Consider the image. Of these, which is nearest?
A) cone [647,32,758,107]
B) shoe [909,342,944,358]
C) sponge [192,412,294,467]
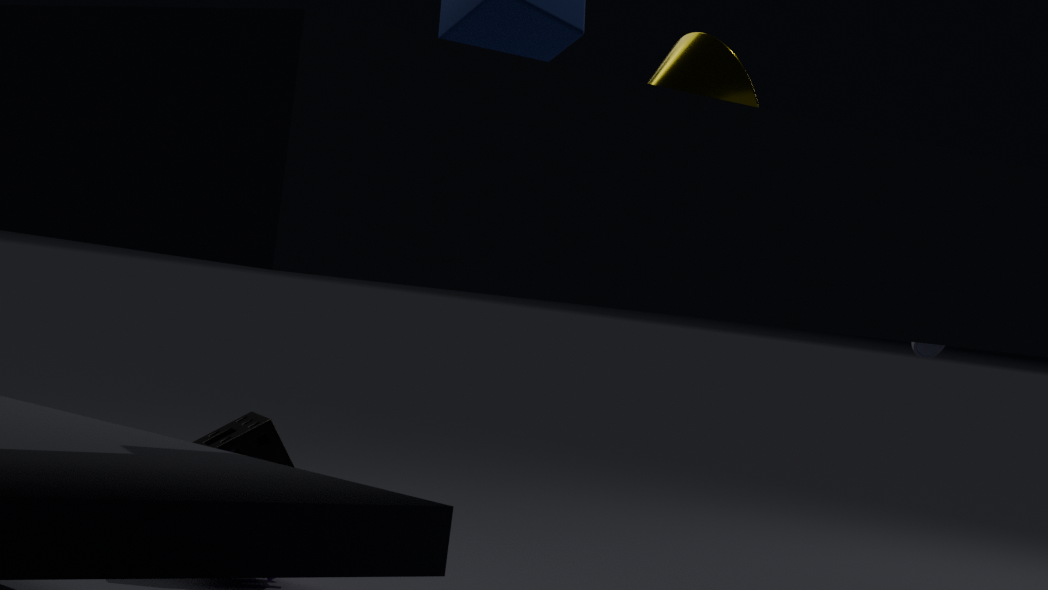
A. cone [647,32,758,107]
